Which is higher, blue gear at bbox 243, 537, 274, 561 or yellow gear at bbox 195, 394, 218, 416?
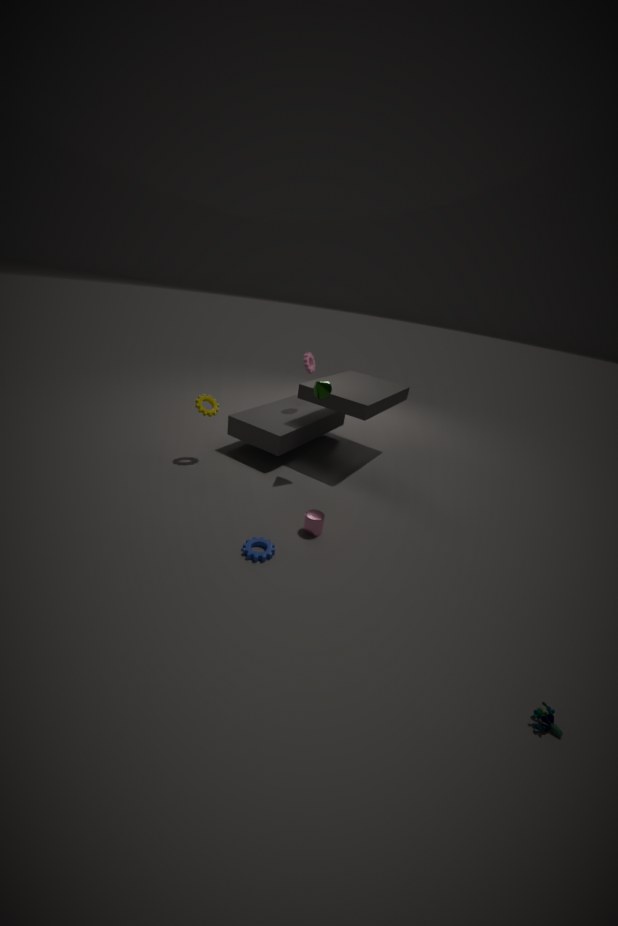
yellow gear at bbox 195, 394, 218, 416
